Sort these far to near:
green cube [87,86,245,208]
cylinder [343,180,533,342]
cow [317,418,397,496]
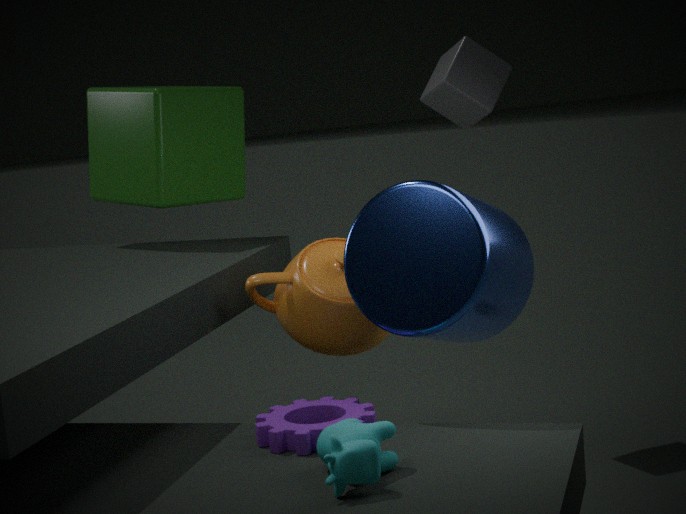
green cube [87,86,245,208] → cylinder [343,180,533,342] → cow [317,418,397,496]
